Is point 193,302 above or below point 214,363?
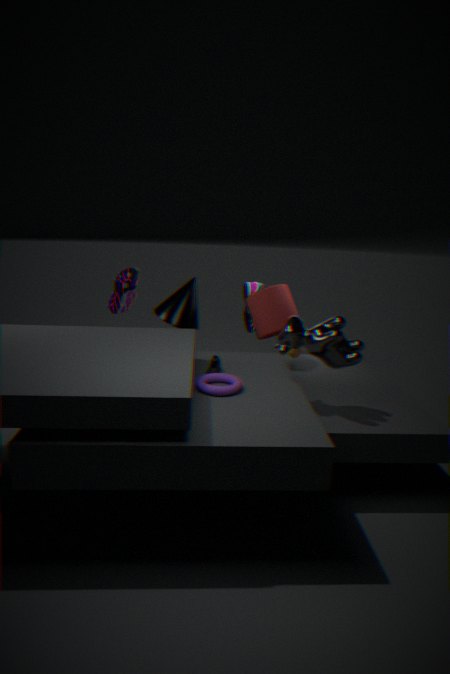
above
